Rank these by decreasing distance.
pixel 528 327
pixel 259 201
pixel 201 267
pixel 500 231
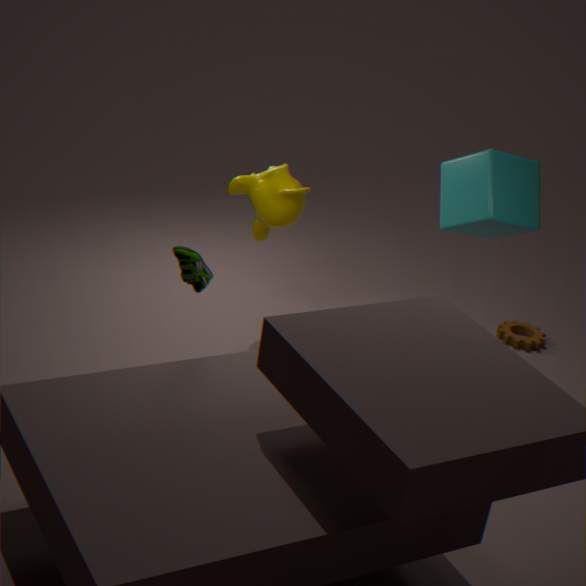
pixel 528 327 < pixel 500 231 < pixel 259 201 < pixel 201 267
